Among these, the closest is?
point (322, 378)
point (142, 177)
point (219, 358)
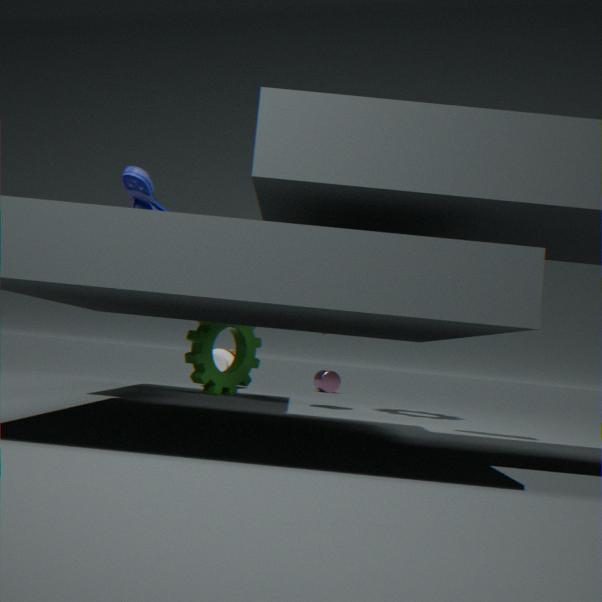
point (142, 177)
